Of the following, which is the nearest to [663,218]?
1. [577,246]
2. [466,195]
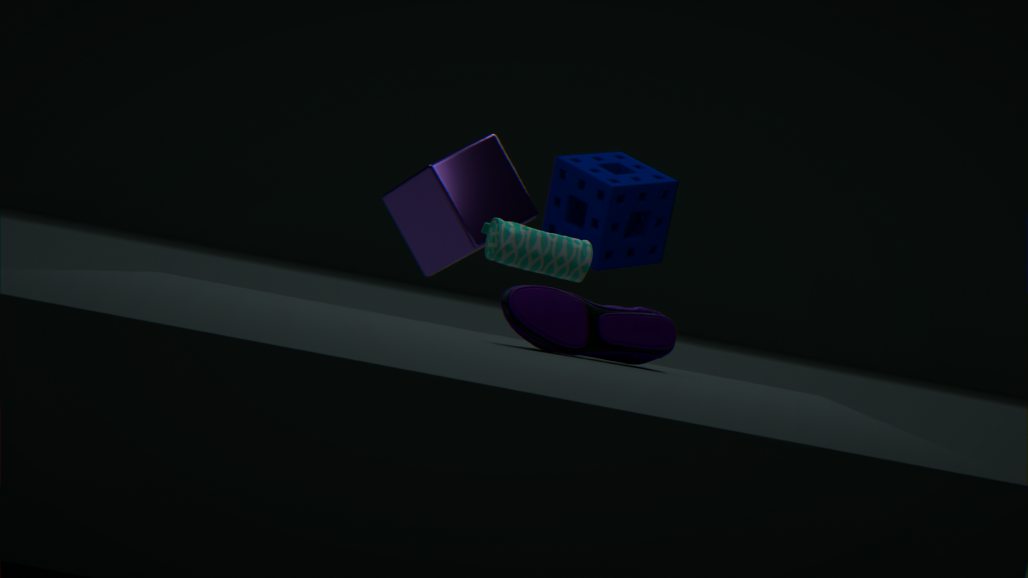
[466,195]
